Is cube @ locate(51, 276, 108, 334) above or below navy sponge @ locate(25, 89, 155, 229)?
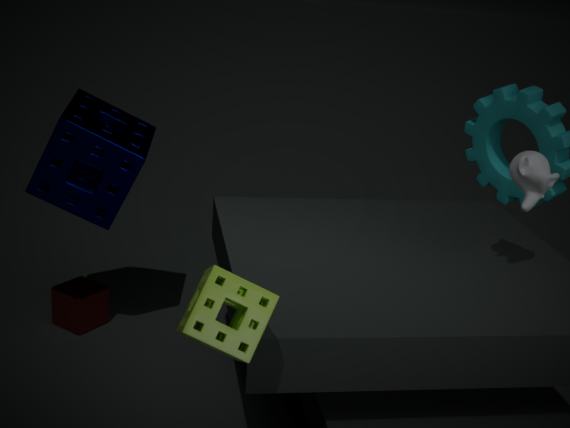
below
